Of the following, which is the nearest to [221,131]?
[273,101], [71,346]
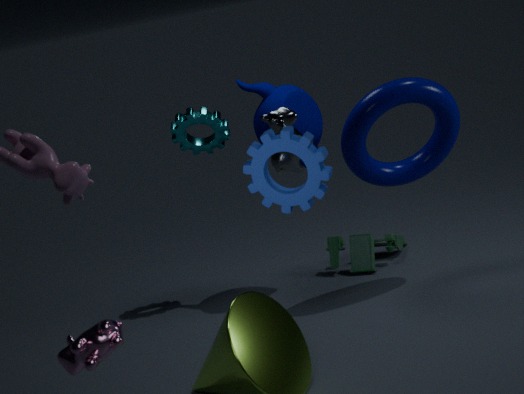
[273,101]
